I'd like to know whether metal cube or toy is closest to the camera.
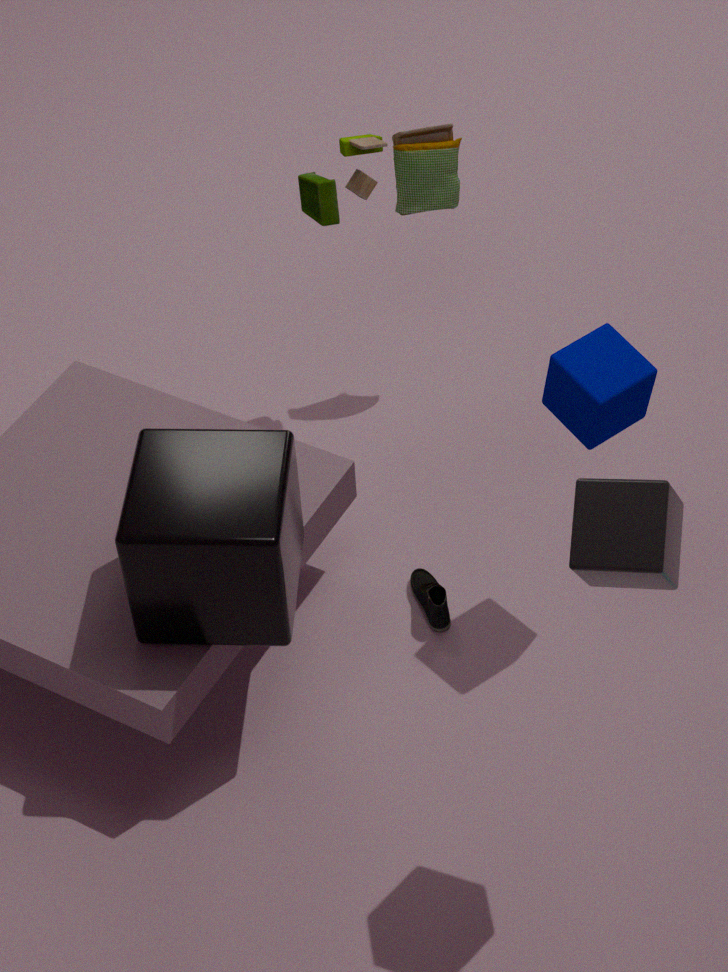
metal cube
